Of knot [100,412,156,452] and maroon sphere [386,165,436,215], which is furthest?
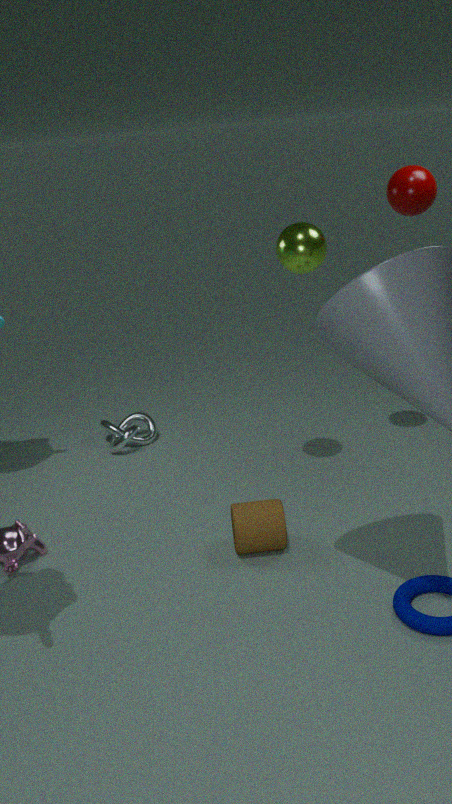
knot [100,412,156,452]
